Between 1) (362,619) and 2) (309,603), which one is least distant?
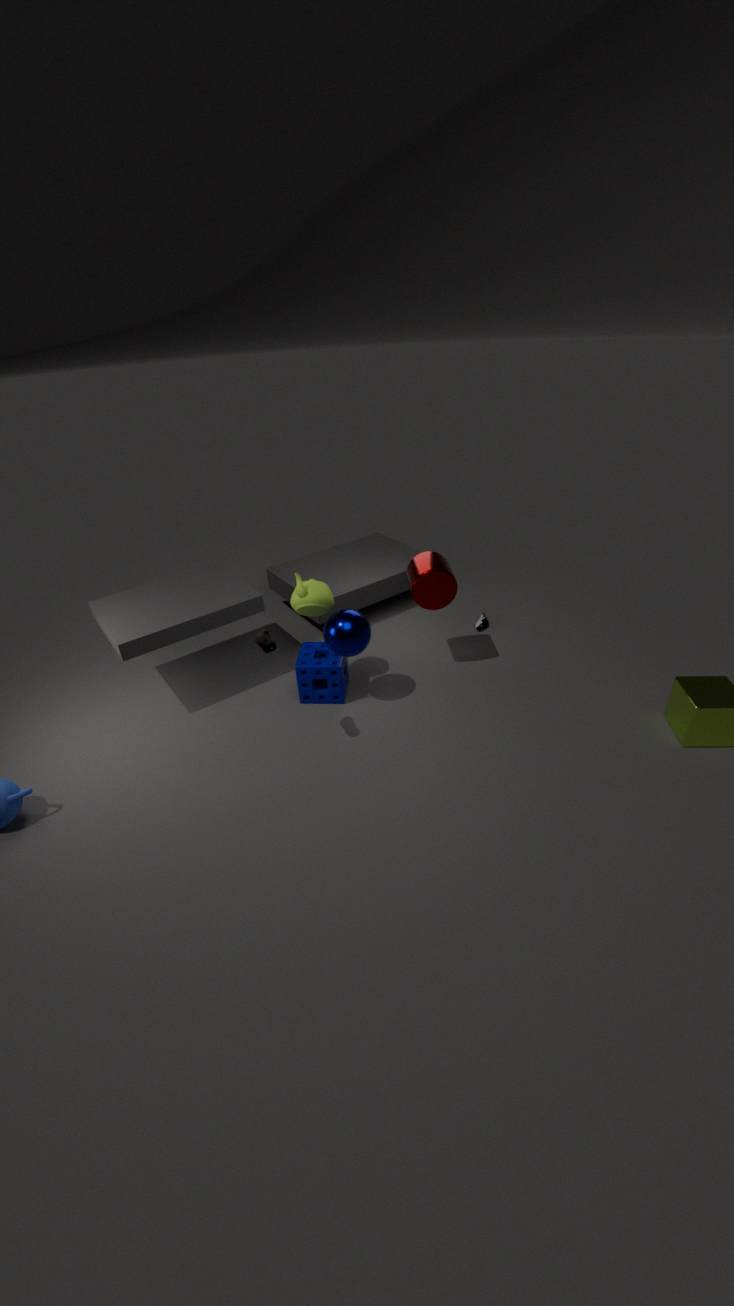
1. (362,619)
